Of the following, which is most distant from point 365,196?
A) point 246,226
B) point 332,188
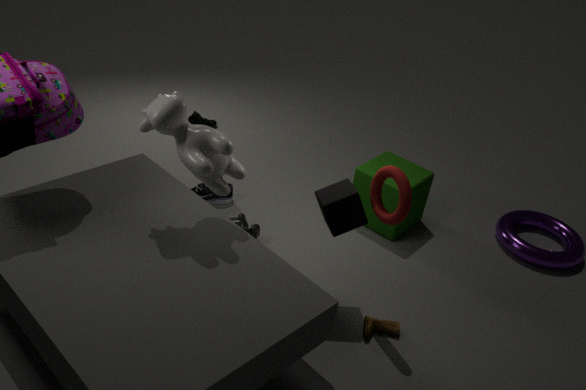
point 246,226
